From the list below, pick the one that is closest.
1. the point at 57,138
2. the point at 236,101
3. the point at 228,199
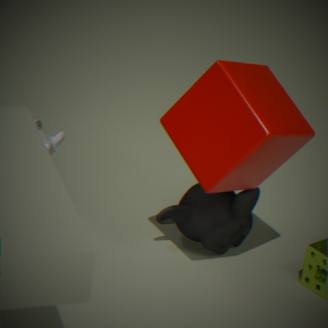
the point at 236,101
